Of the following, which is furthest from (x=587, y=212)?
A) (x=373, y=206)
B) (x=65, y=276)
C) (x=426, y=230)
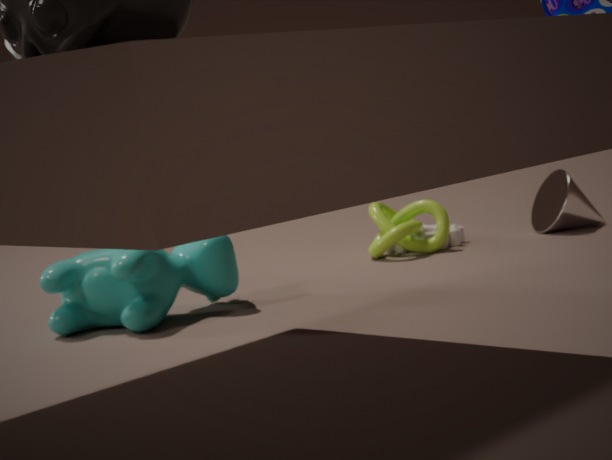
(x=65, y=276)
